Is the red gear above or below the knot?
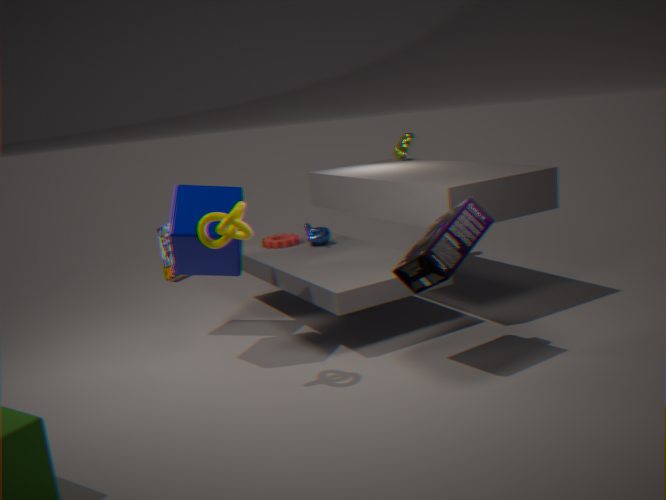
below
